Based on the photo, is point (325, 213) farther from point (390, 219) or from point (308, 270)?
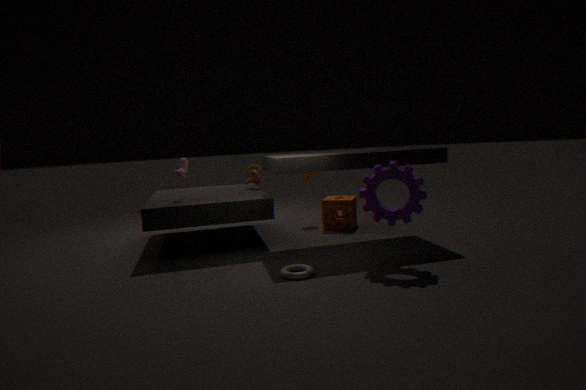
point (308, 270)
